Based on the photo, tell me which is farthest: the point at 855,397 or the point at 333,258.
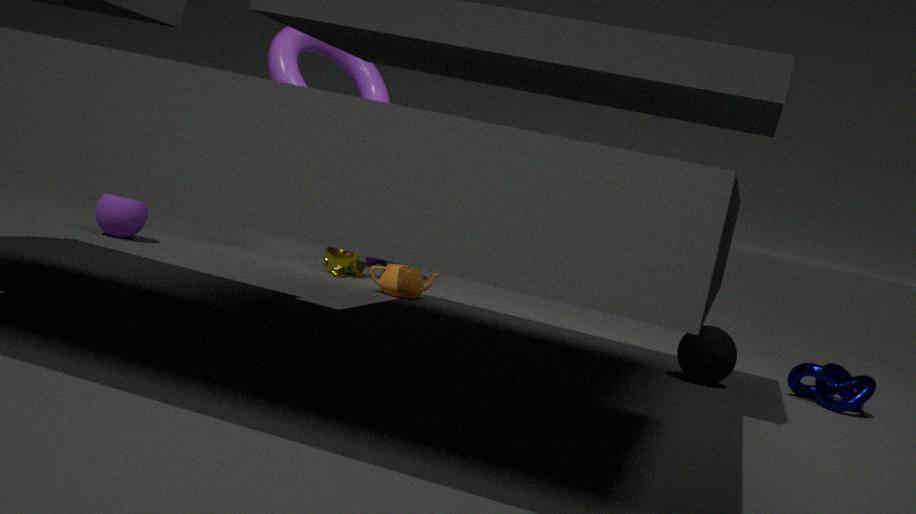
the point at 333,258
